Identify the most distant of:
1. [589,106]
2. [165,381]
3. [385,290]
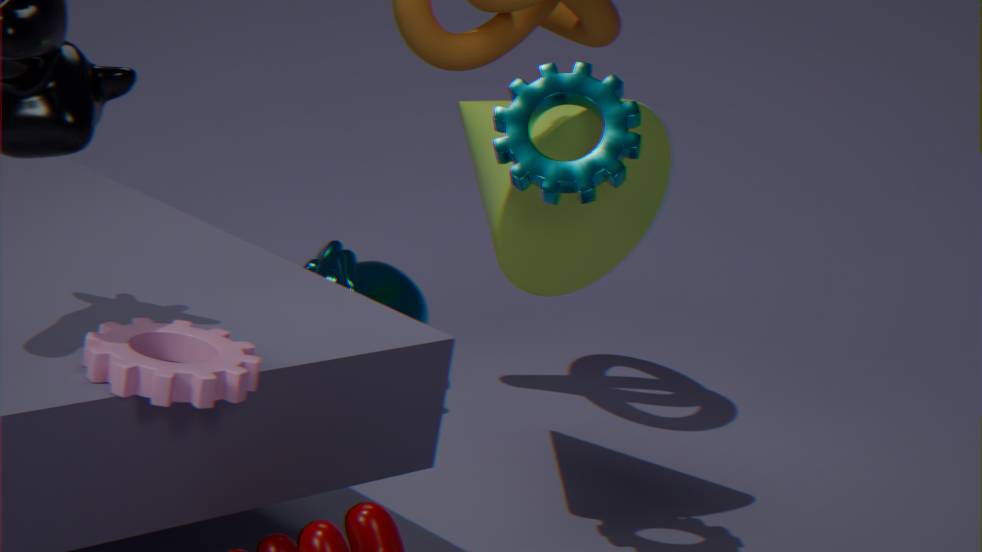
[385,290]
